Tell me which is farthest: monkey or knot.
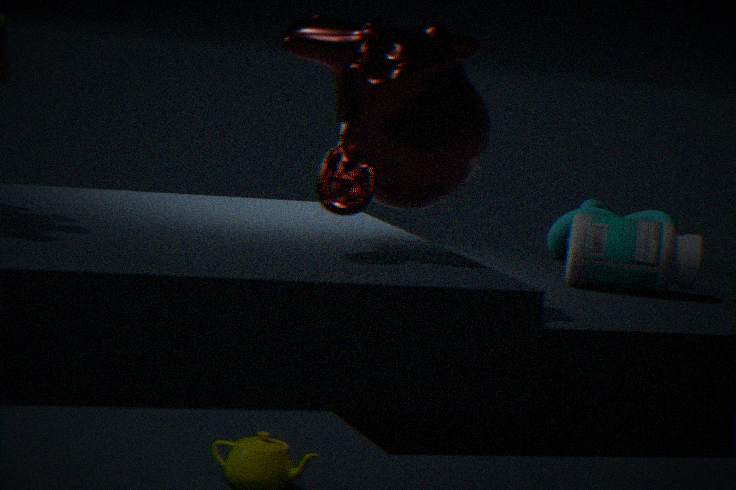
knot
